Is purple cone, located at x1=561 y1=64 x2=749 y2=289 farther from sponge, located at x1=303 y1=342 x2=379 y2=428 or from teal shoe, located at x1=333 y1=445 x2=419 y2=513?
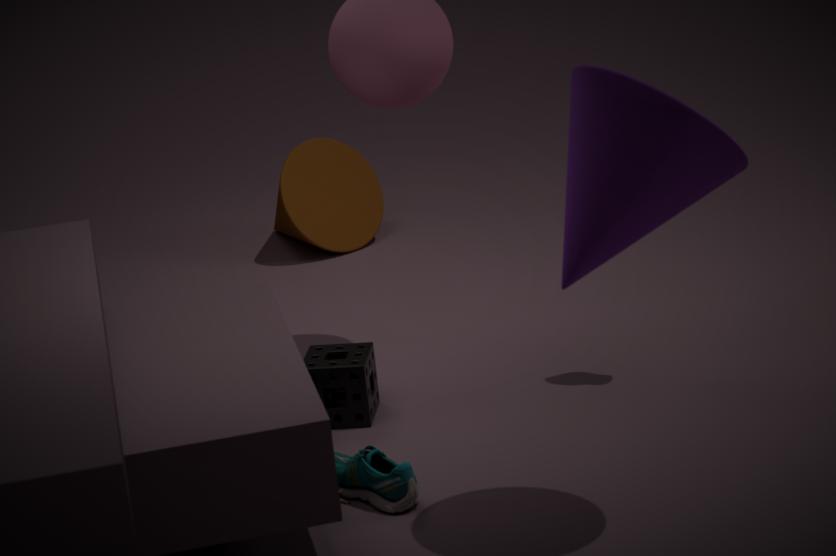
sponge, located at x1=303 y1=342 x2=379 y2=428
